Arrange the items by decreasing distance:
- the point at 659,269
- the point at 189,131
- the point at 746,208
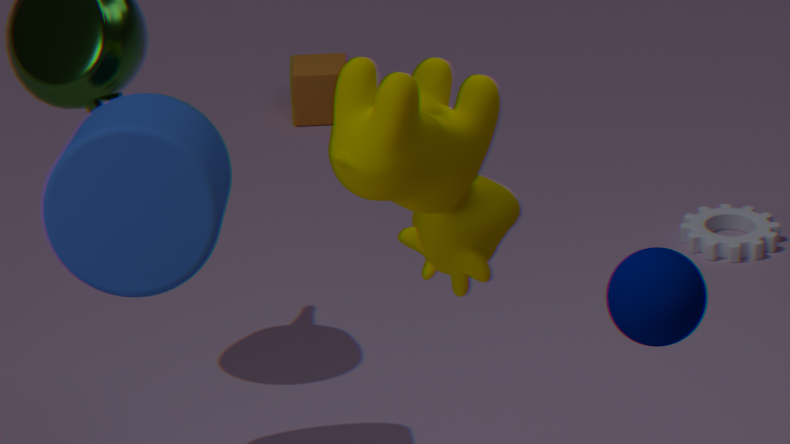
the point at 746,208 < the point at 189,131 < the point at 659,269
